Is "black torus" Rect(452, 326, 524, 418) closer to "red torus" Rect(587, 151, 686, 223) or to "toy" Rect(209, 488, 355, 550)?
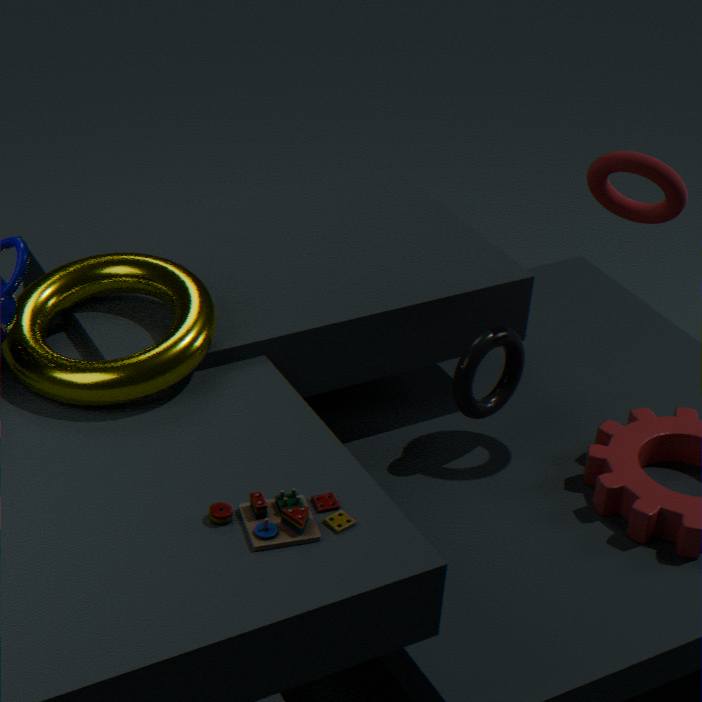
"red torus" Rect(587, 151, 686, 223)
